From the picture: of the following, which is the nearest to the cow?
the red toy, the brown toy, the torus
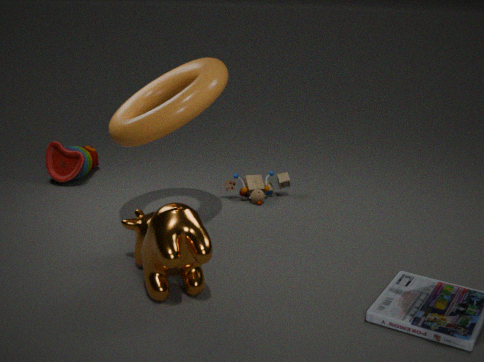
the torus
